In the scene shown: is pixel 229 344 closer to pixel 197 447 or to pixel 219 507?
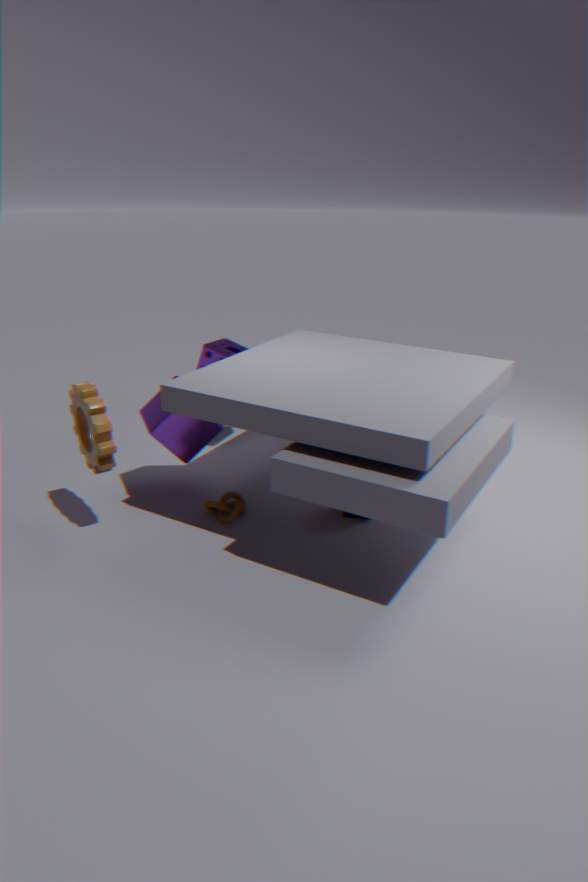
pixel 197 447
